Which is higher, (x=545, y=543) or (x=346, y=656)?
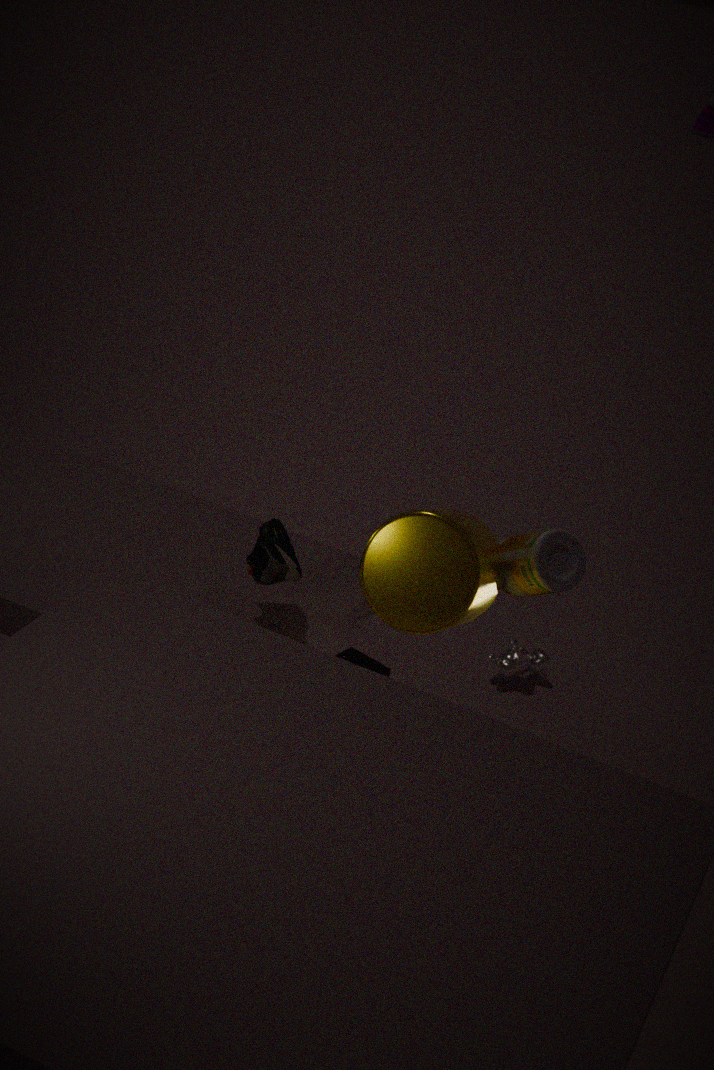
(x=545, y=543)
